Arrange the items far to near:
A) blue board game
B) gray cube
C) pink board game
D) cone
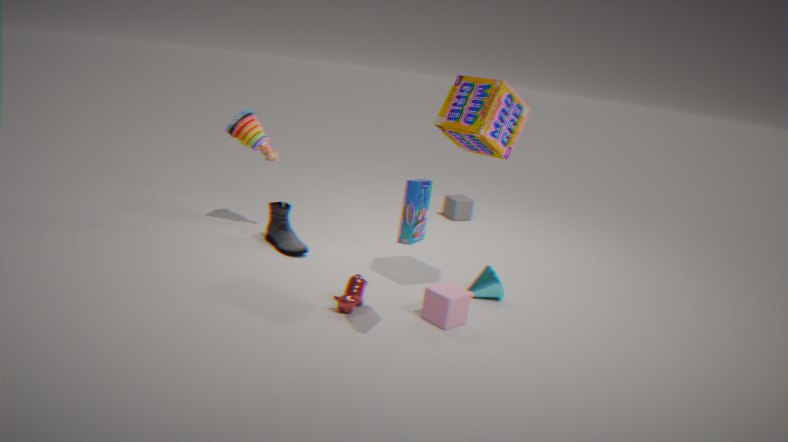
gray cube
cone
pink board game
blue board game
